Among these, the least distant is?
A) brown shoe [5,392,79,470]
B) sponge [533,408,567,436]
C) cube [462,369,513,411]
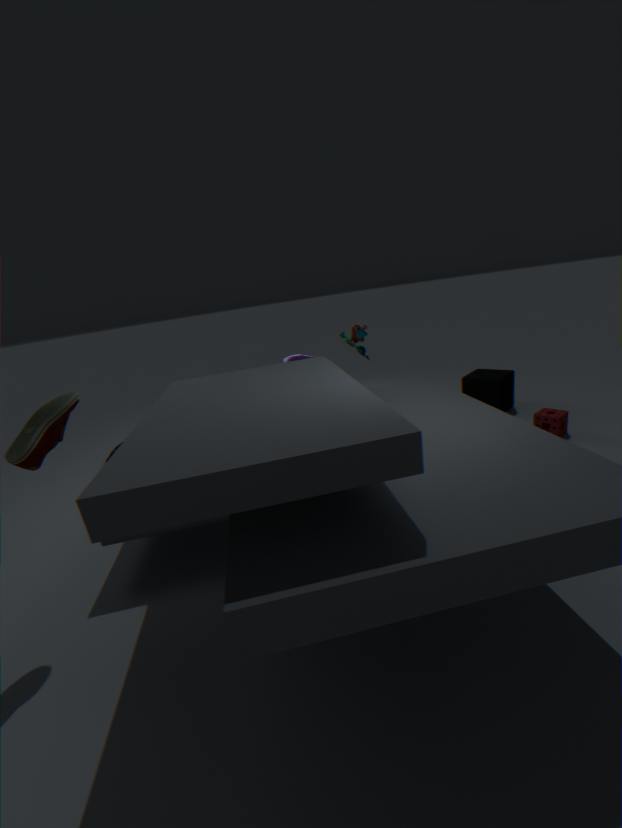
A. brown shoe [5,392,79,470]
